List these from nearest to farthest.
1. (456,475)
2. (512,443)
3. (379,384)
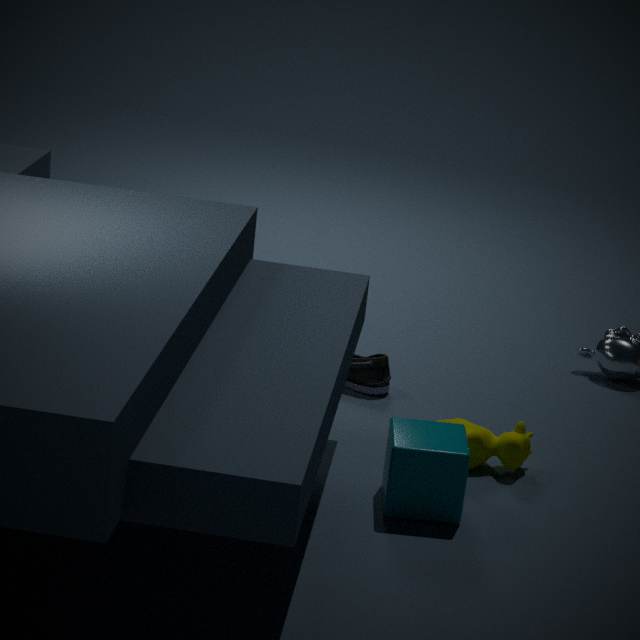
(456,475) → (512,443) → (379,384)
